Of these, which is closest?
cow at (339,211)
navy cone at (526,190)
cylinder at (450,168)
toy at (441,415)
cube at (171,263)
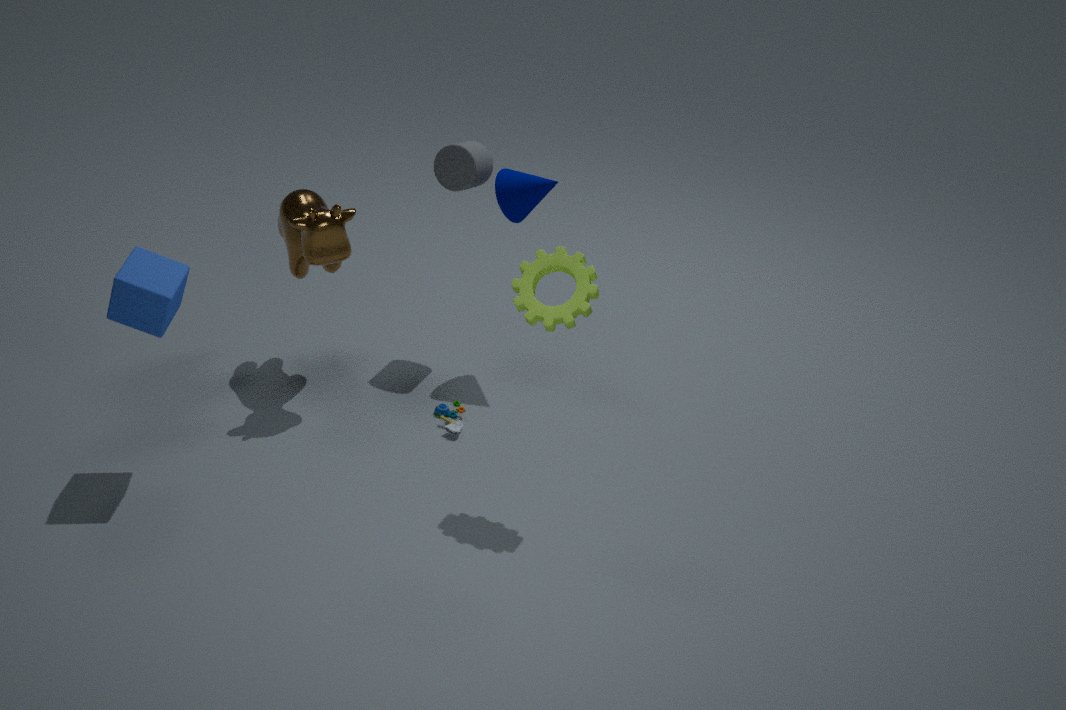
cube at (171,263)
